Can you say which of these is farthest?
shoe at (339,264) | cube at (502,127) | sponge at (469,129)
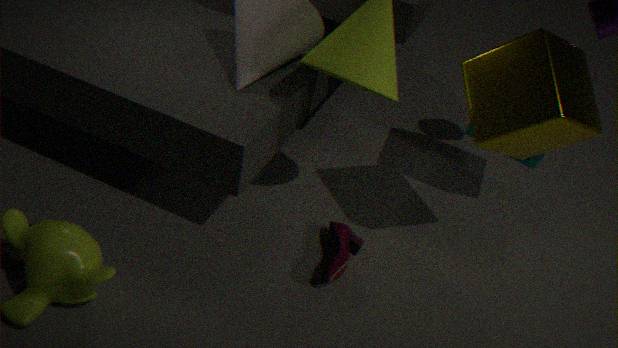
sponge at (469,129)
